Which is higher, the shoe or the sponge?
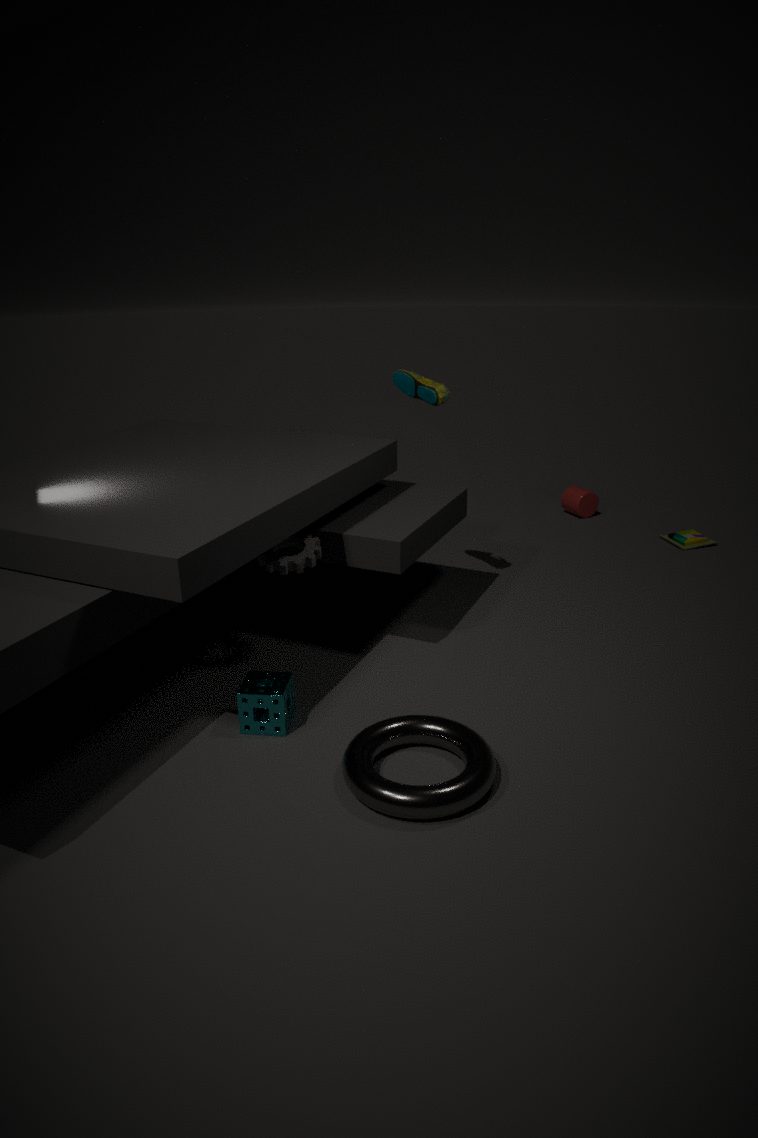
the shoe
